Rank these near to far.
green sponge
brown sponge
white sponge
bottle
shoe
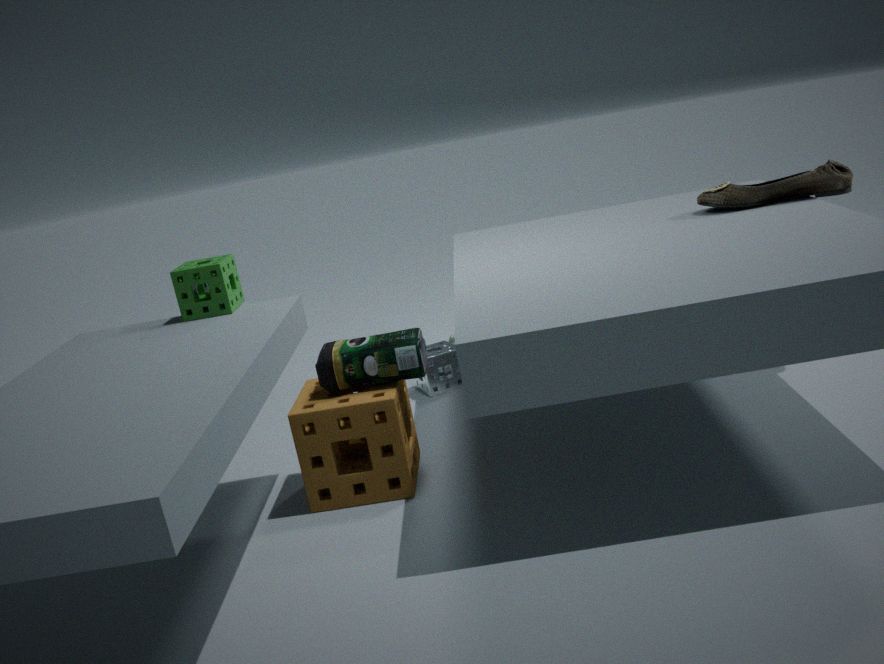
brown sponge → bottle → green sponge → shoe → white sponge
